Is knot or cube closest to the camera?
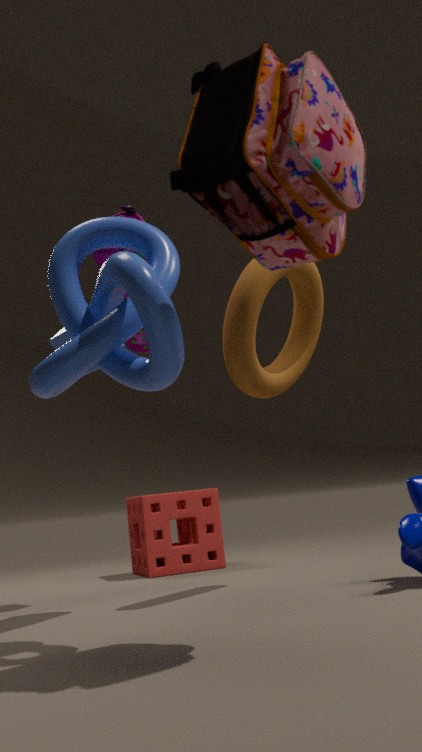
knot
